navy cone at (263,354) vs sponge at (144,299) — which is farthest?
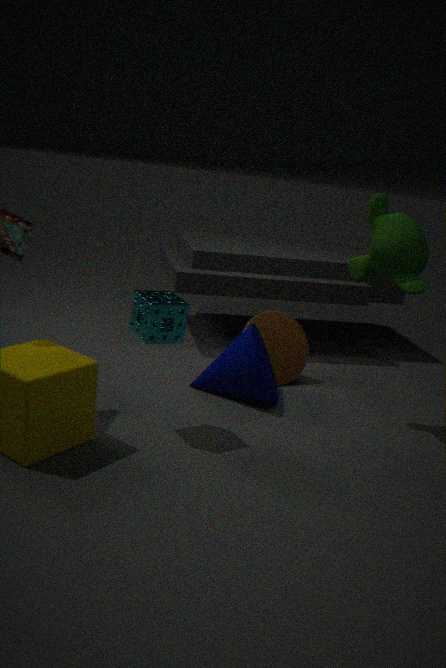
navy cone at (263,354)
